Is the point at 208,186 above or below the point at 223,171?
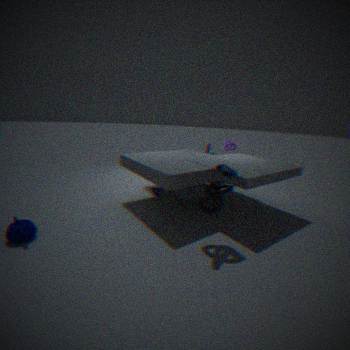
below
